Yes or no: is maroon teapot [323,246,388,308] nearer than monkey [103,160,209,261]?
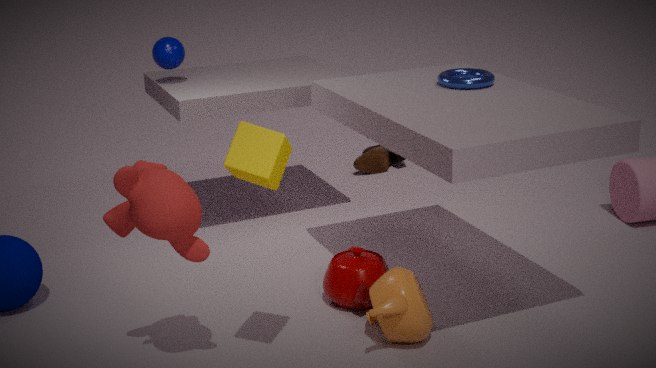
No
